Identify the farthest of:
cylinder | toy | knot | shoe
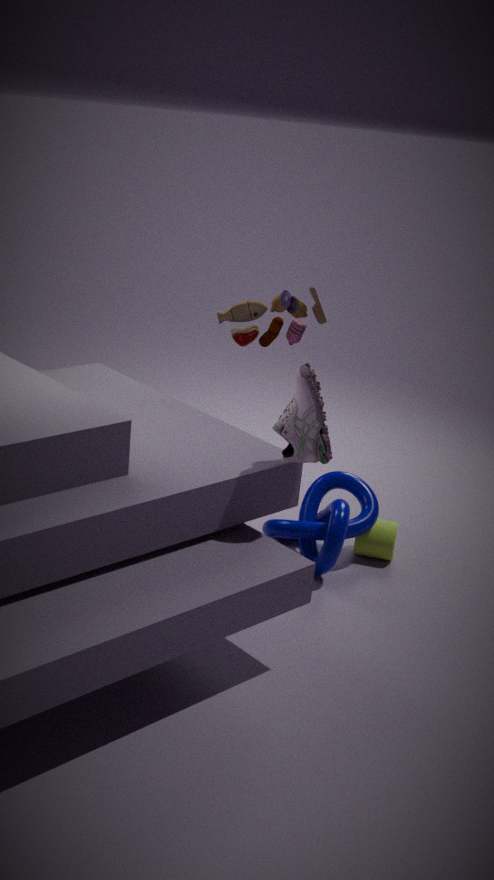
toy
